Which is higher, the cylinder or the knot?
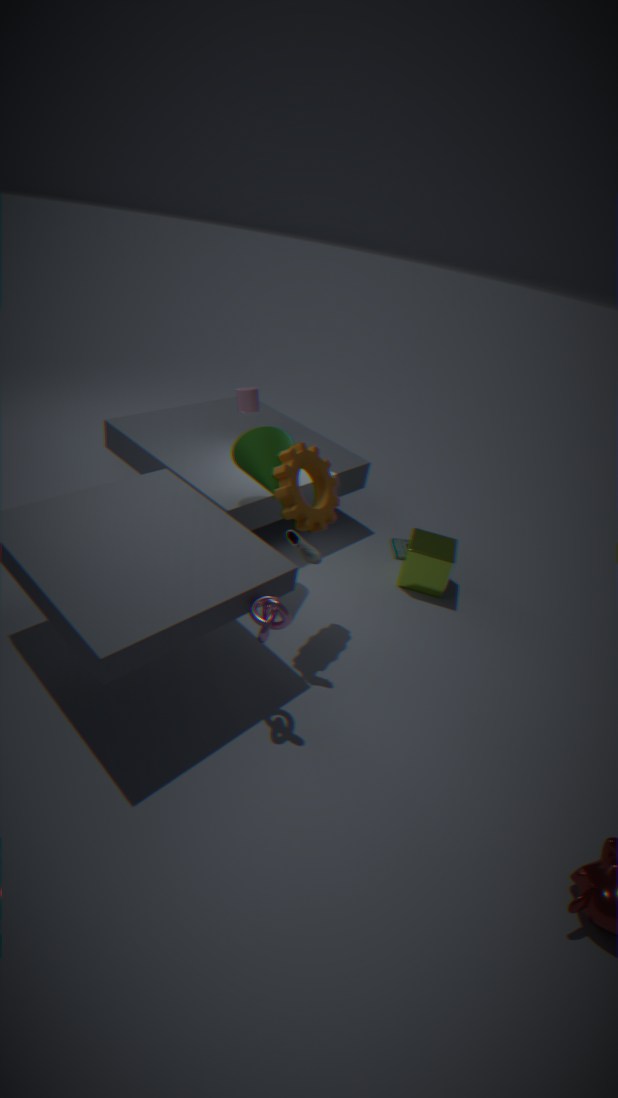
the cylinder
